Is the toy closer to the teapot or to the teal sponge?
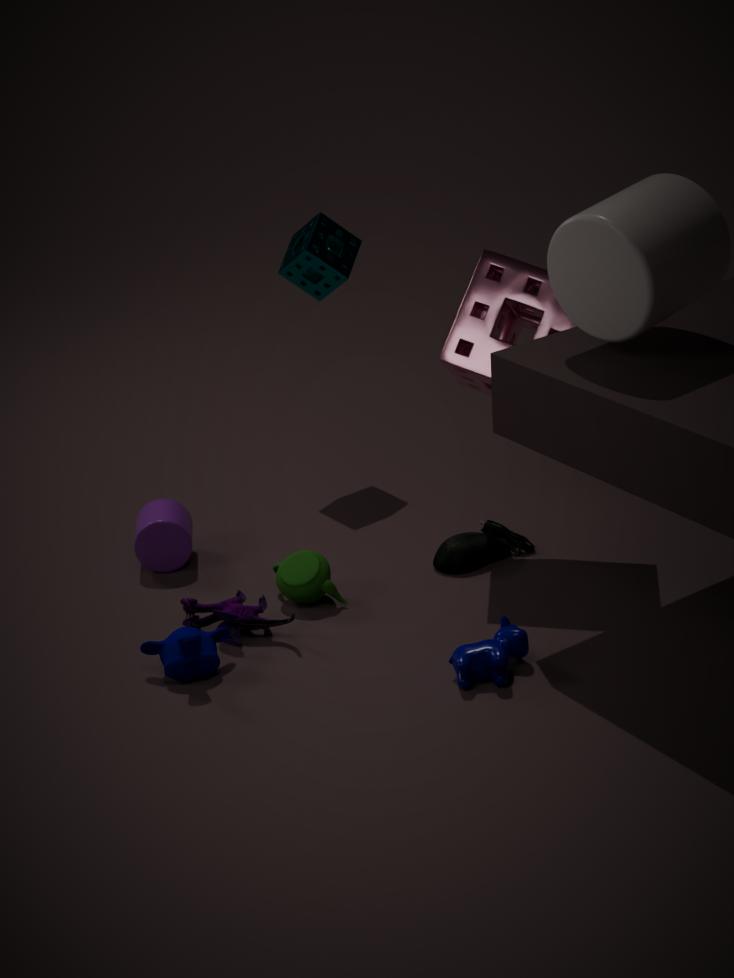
the teapot
